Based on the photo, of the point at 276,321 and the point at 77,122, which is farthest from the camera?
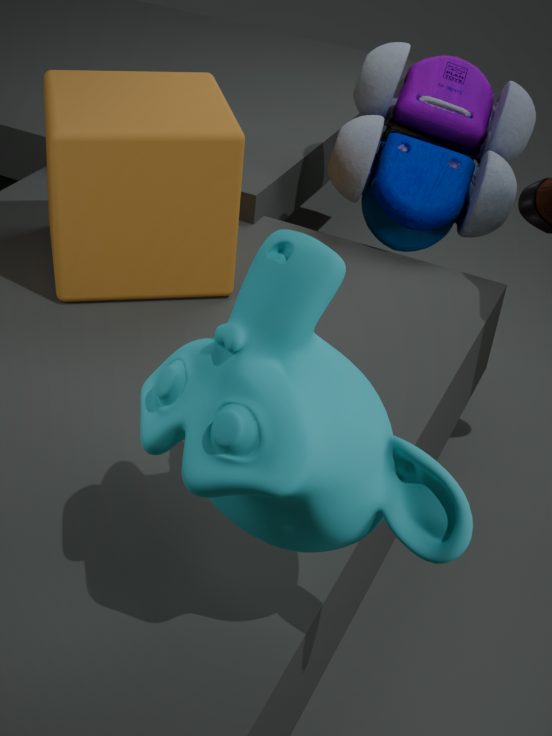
the point at 77,122
